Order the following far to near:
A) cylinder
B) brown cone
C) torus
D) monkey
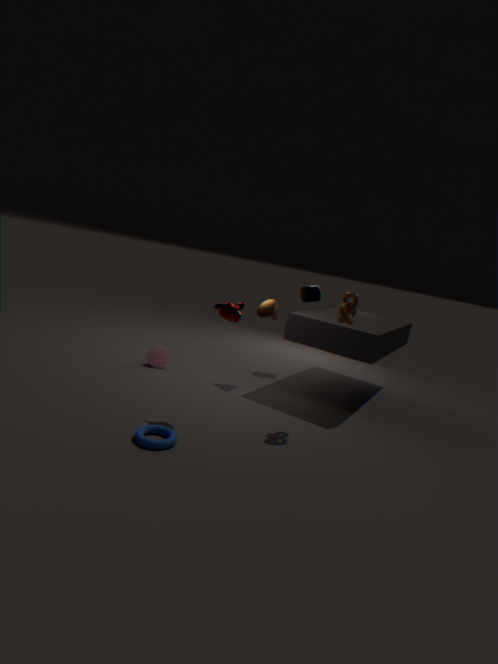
cylinder → brown cone → monkey → torus
